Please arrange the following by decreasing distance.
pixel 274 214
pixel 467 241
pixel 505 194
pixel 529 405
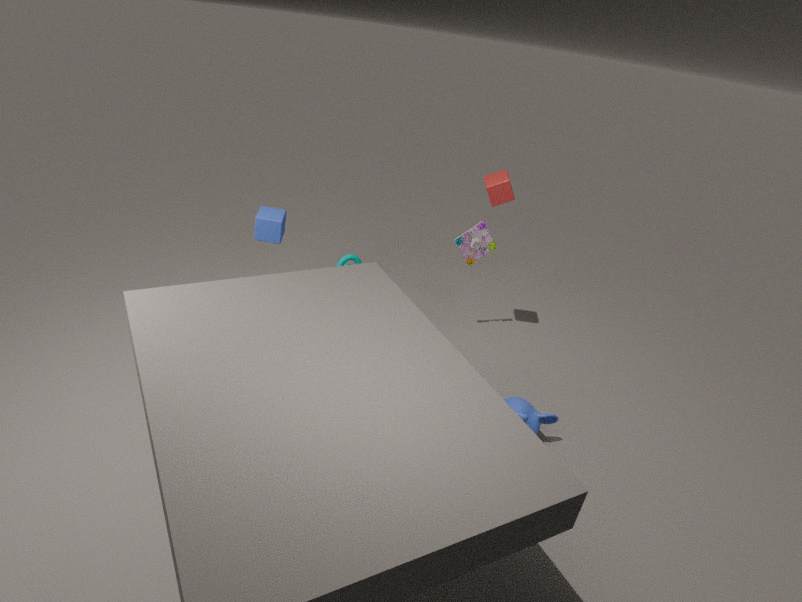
pixel 467 241
pixel 505 194
pixel 274 214
pixel 529 405
